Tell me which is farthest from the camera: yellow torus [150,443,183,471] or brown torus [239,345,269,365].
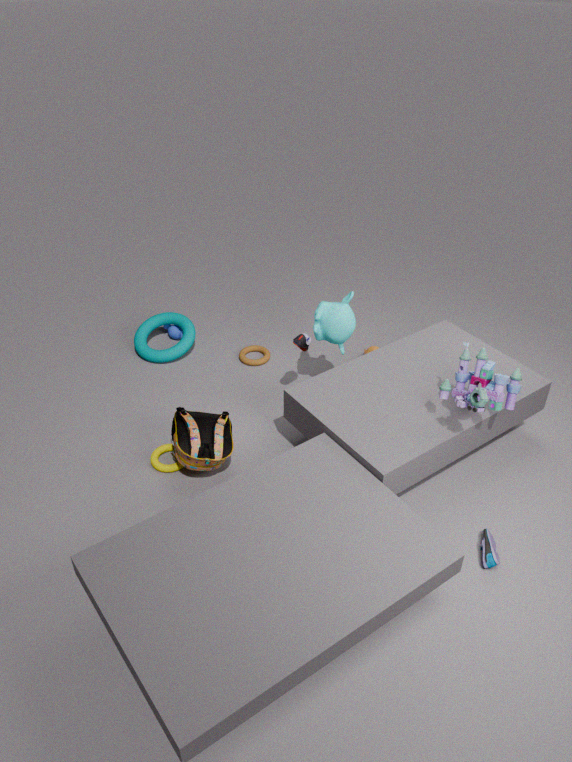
brown torus [239,345,269,365]
